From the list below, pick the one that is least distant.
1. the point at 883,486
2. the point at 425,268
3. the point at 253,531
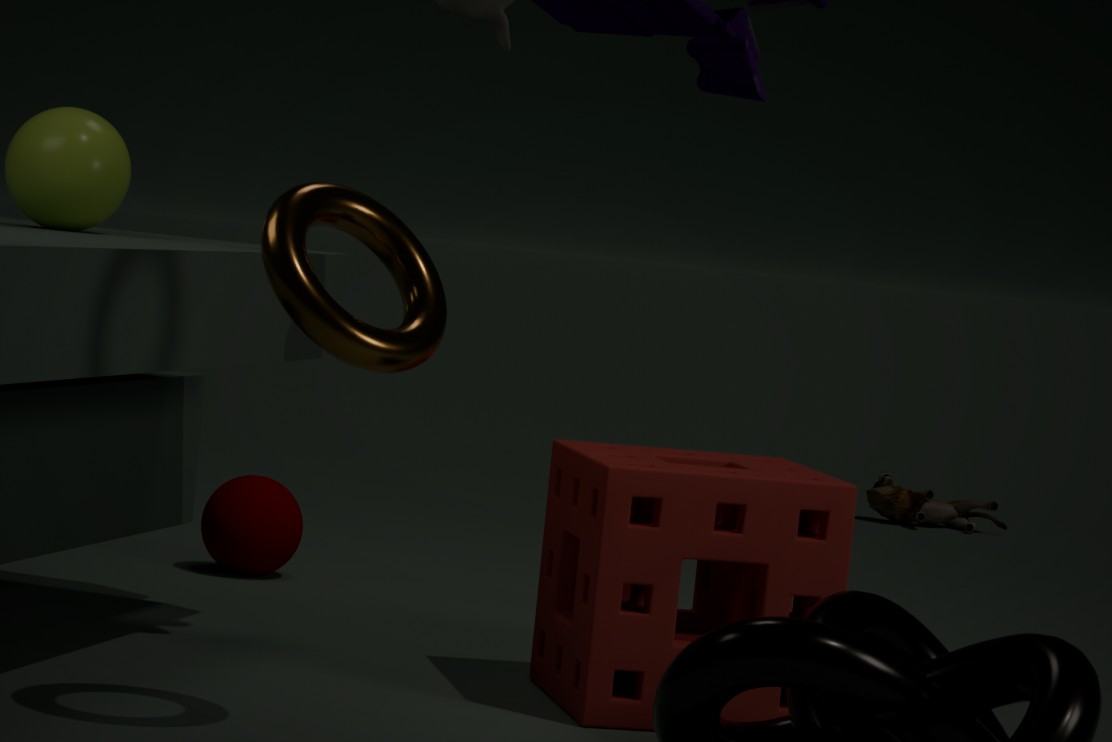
the point at 425,268
